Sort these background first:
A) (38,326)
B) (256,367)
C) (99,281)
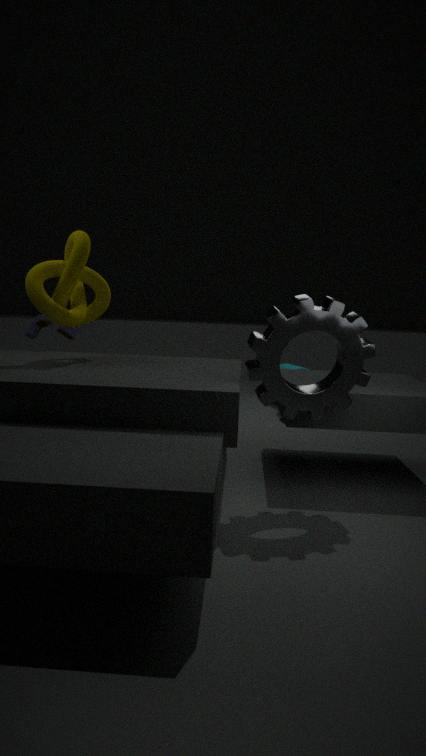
(38,326) < (99,281) < (256,367)
